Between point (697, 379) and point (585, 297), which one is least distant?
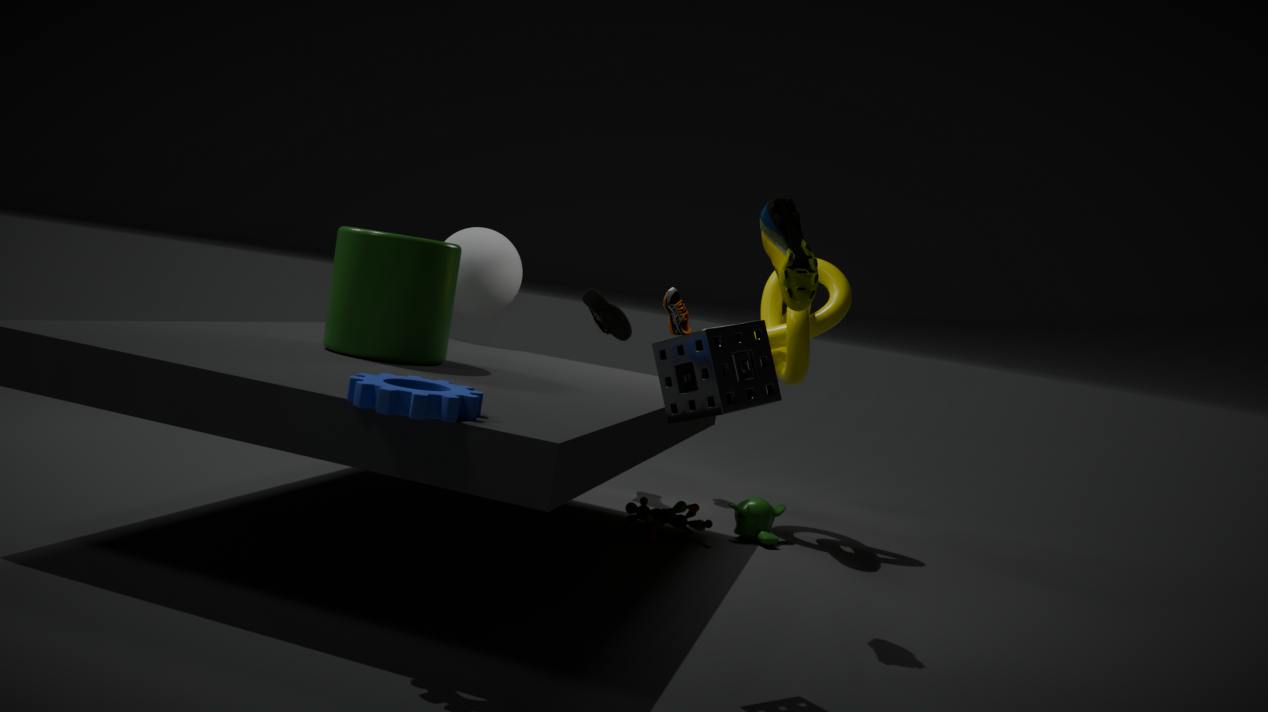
point (697, 379)
